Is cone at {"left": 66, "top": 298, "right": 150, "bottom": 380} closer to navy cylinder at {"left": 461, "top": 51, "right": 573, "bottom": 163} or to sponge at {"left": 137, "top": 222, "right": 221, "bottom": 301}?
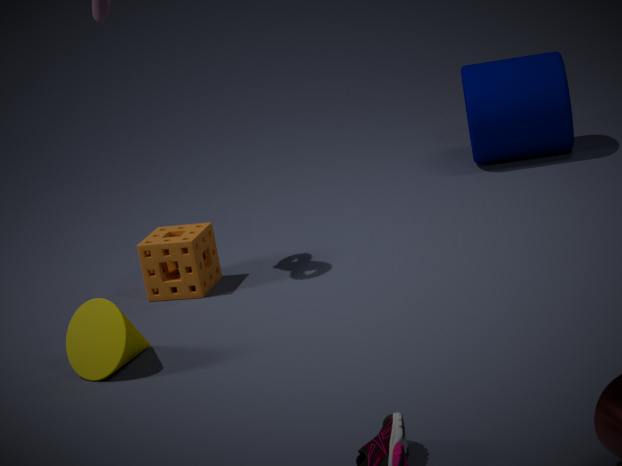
sponge at {"left": 137, "top": 222, "right": 221, "bottom": 301}
